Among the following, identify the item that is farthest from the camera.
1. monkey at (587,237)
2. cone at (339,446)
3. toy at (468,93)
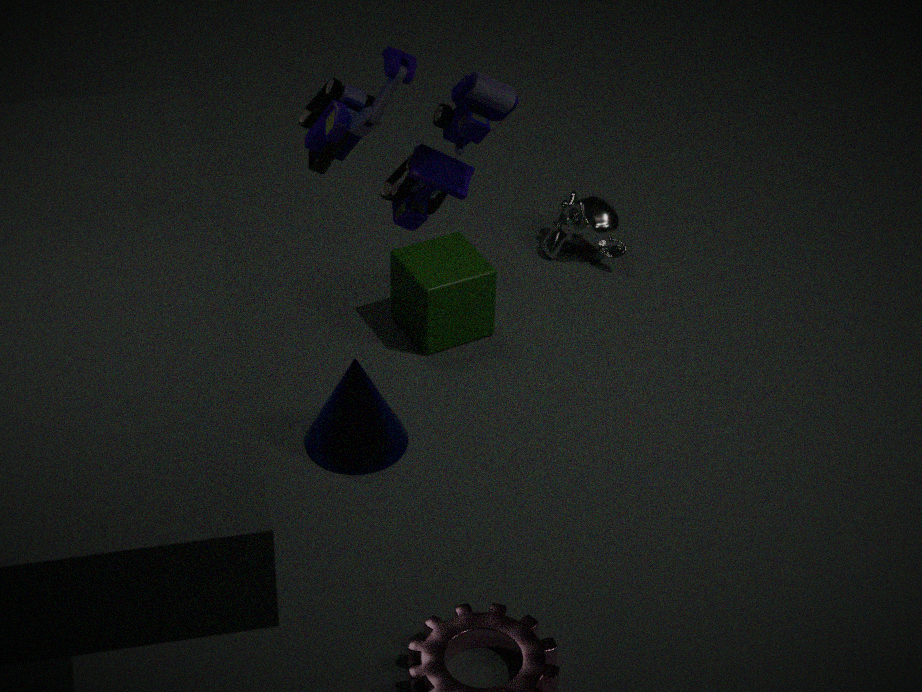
monkey at (587,237)
